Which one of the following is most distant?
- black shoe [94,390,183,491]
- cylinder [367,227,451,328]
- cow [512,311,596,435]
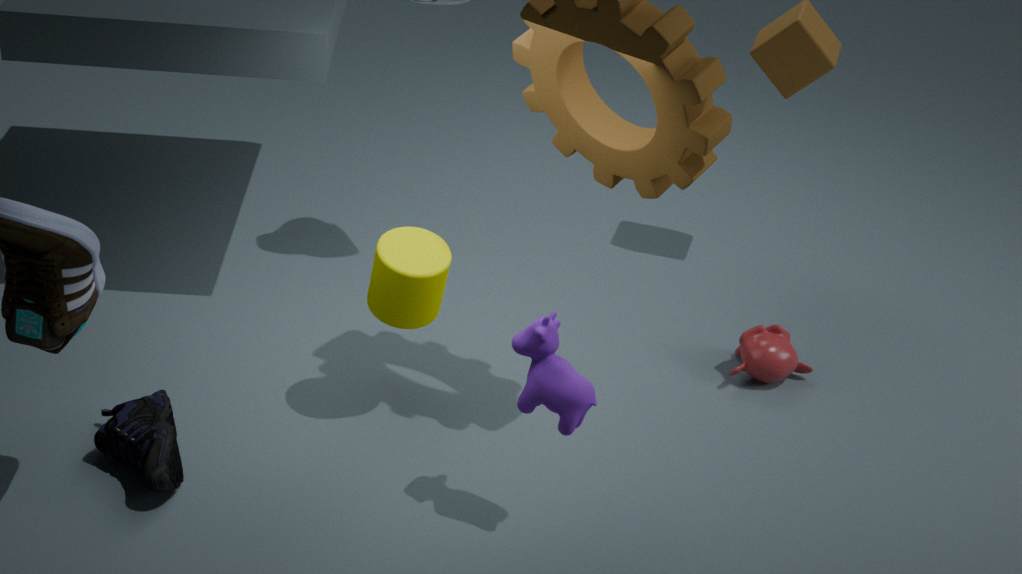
cylinder [367,227,451,328]
